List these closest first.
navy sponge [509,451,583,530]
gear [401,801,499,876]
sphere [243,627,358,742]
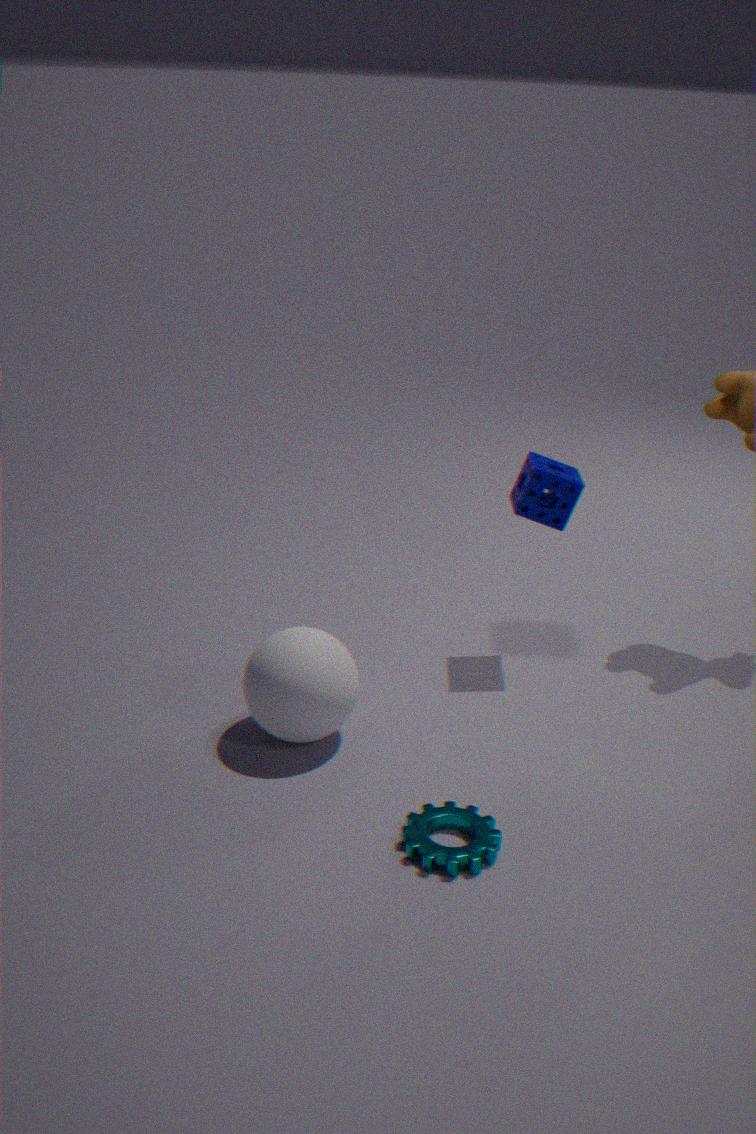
gear [401,801,499,876] → sphere [243,627,358,742] → navy sponge [509,451,583,530]
